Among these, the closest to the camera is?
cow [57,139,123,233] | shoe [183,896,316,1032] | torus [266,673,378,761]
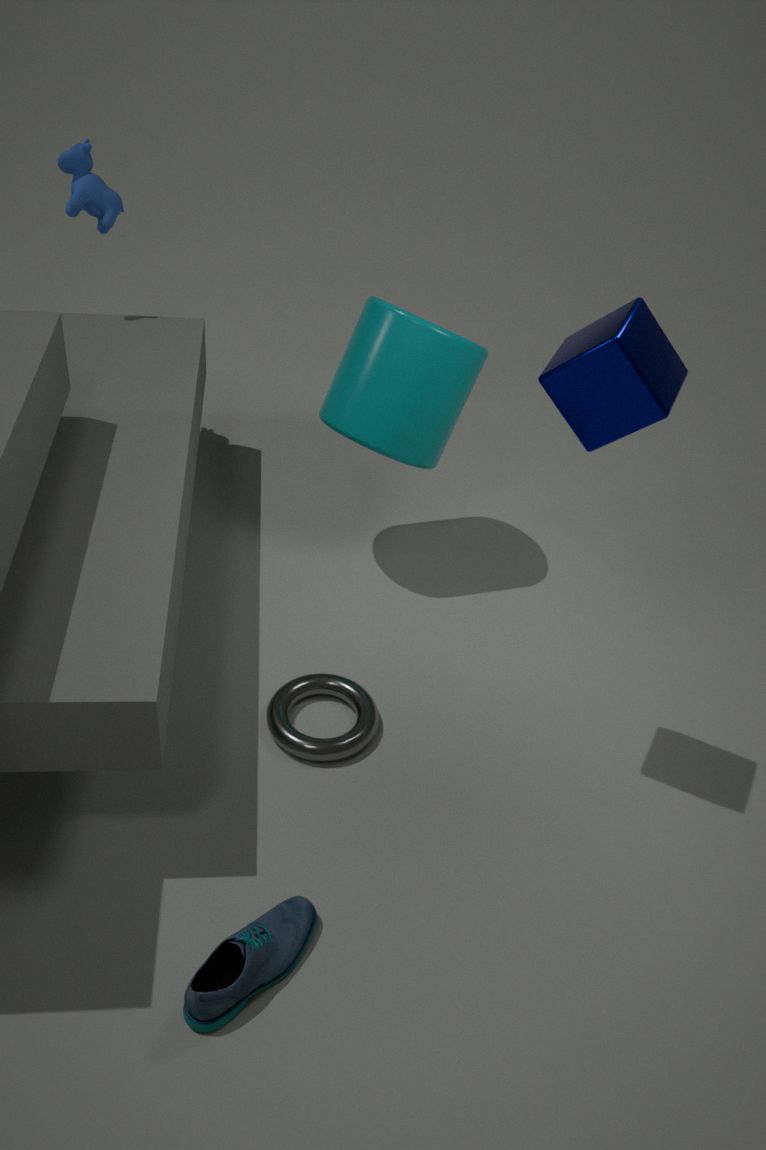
shoe [183,896,316,1032]
